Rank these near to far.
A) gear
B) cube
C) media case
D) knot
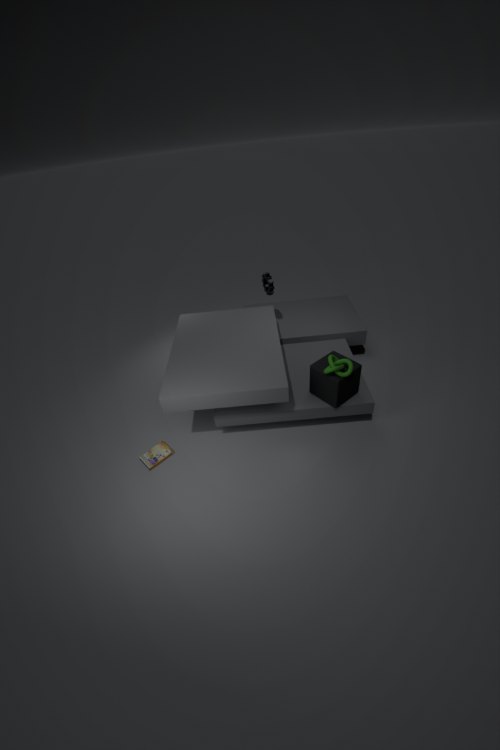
D. knot → B. cube → C. media case → A. gear
